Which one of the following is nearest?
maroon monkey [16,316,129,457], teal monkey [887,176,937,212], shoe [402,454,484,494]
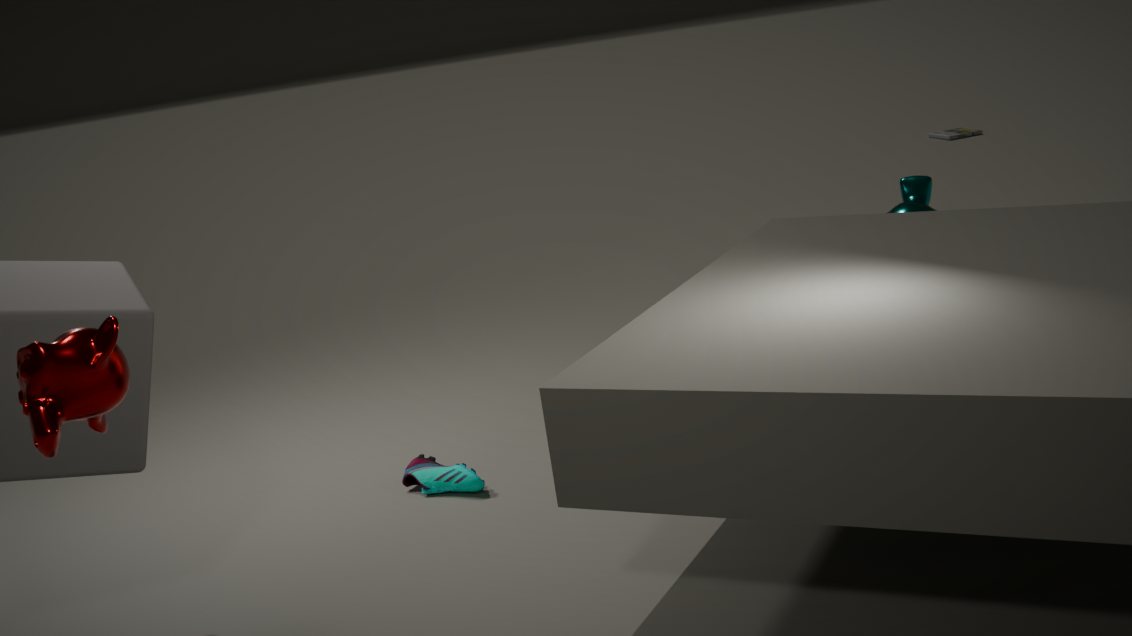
maroon monkey [16,316,129,457]
